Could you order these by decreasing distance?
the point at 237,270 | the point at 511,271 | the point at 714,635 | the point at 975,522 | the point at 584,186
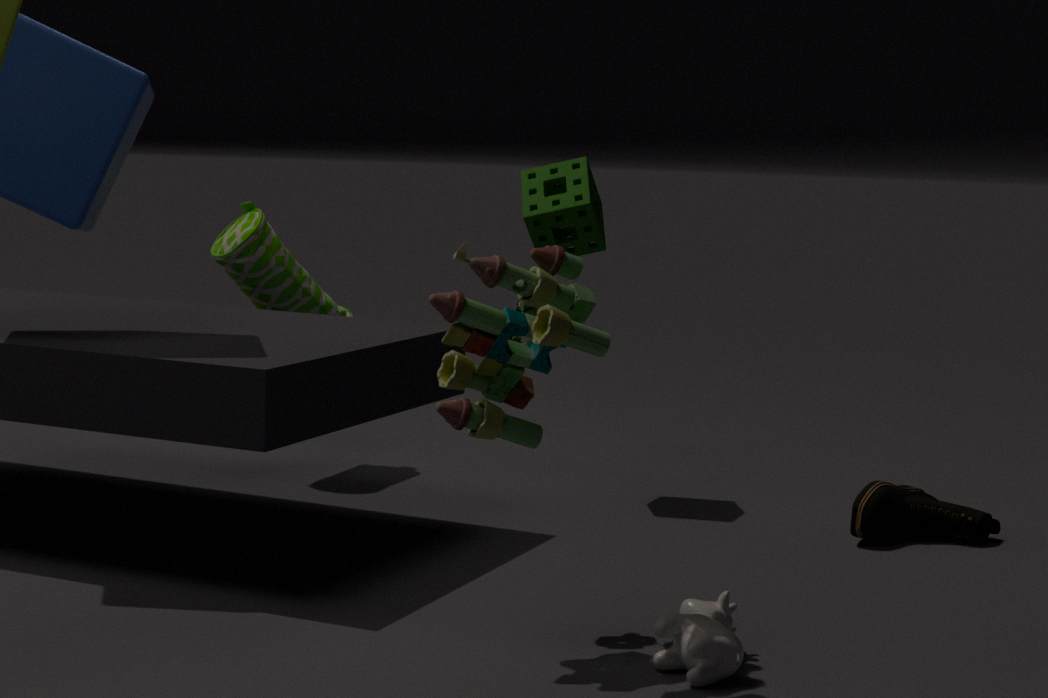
the point at 237,270
the point at 584,186
the point at 975,522
the point at 714,635
the point at 511,271
